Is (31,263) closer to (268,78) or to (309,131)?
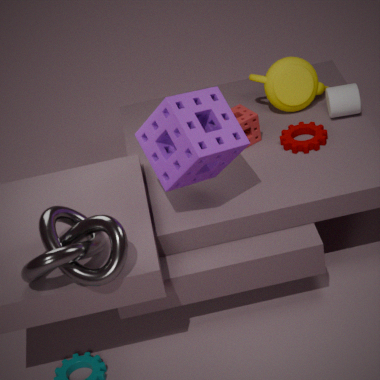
(309,131)
